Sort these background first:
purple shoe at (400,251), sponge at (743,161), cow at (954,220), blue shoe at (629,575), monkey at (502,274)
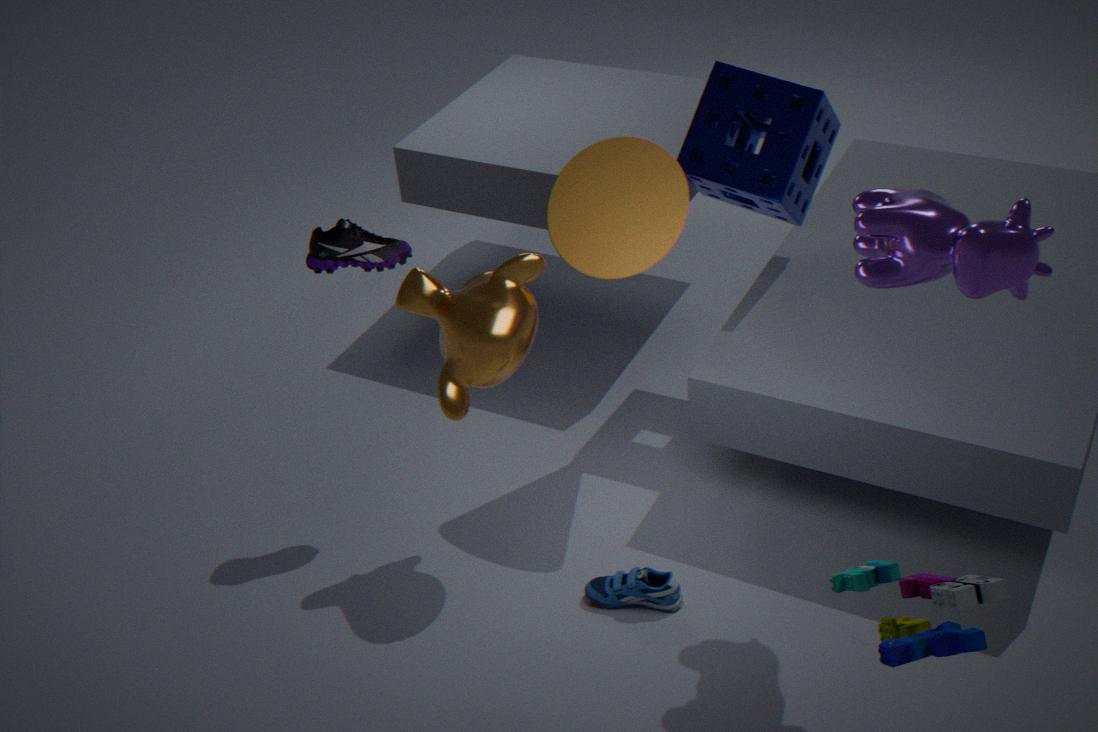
sponge at (743,161) → purple shoe at (400,251) → blue shoe at (629,575) → monkey at (502,274) → cow at (954,220)
